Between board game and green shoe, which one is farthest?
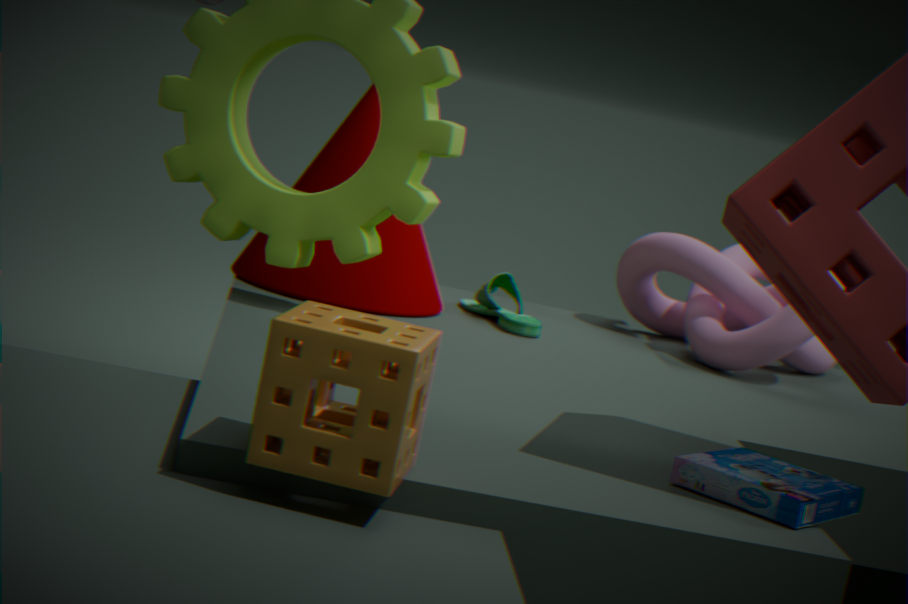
green shoe
